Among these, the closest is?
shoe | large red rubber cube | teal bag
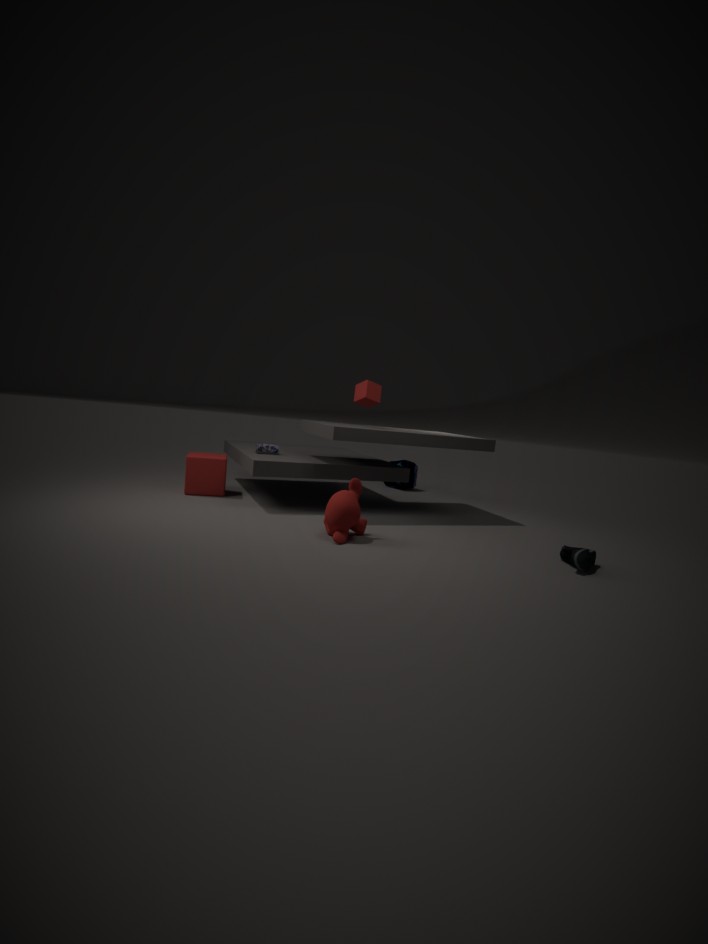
shoe
